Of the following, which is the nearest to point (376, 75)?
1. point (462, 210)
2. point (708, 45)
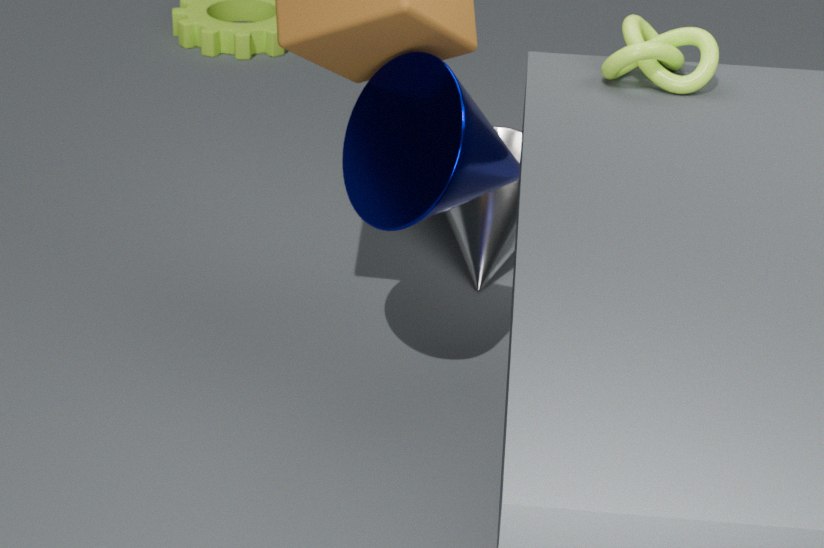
point (708, 45)
